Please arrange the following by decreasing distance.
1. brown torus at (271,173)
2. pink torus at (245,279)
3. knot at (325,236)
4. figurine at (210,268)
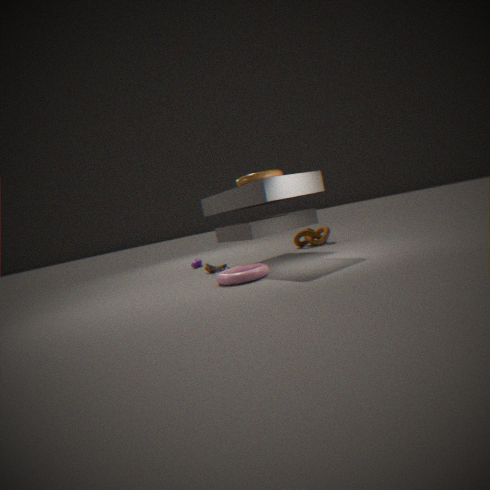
1. knot at (325,236)
2. figurine at (210,268)
3. brown torus at (271,173)
4. pink torus at (245,279)
